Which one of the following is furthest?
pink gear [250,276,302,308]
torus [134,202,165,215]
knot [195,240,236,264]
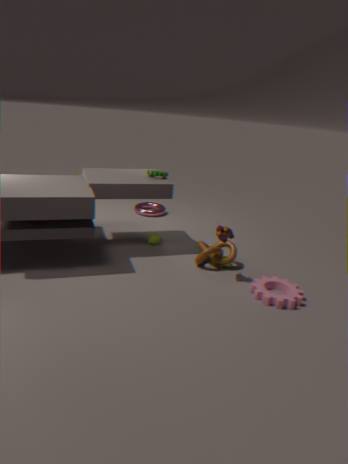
torus [134,202,165,215]
